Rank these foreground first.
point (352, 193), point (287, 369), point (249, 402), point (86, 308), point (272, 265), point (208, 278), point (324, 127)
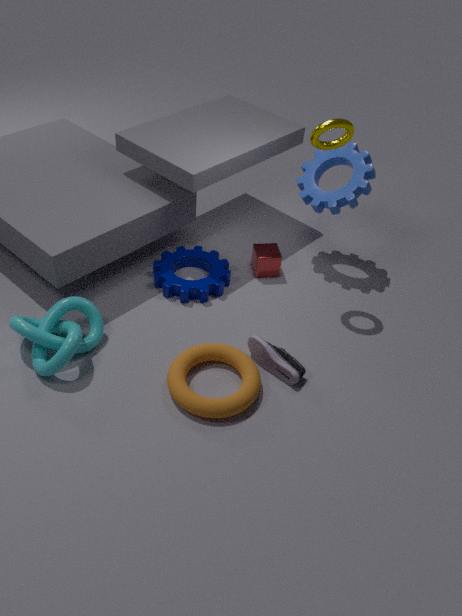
point (249, 402) < point (287, 369) < point (324, 127) < point (86, 308) < point (352, 193) < point (208, 278) < point (272, 265)
